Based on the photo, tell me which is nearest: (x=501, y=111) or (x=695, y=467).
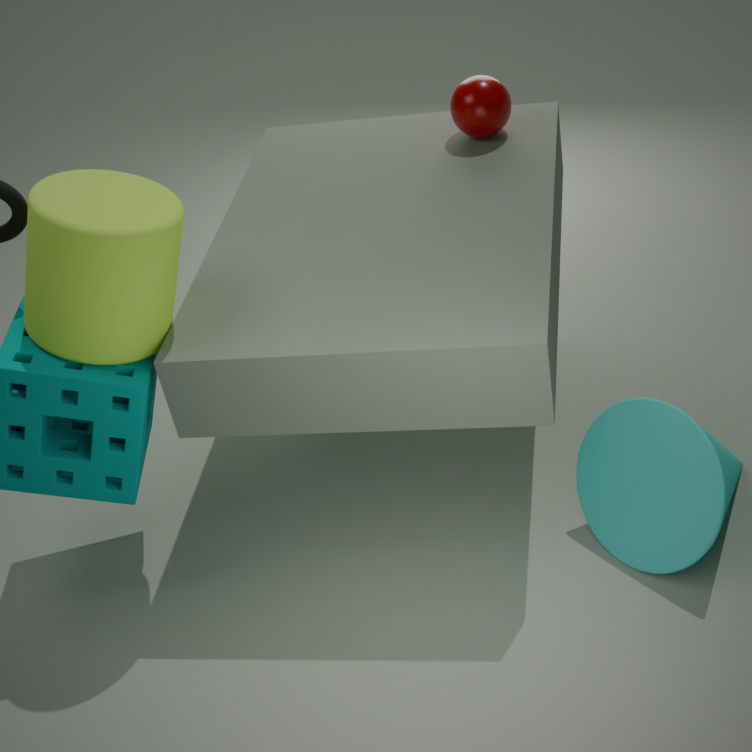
(x=695, y=467)
